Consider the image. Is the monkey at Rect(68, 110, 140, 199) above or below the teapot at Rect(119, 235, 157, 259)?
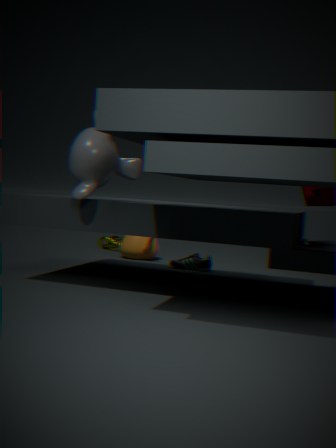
above
